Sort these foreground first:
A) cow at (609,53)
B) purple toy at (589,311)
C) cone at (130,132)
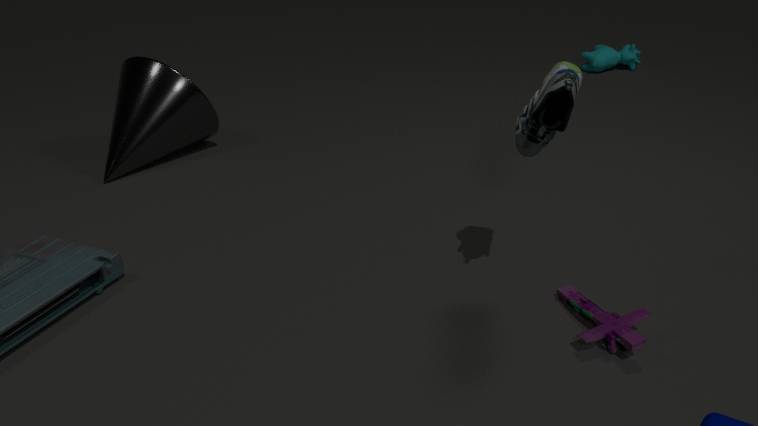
purple toy at (589,311)
cone at (130,132)
cow at (609,53)
